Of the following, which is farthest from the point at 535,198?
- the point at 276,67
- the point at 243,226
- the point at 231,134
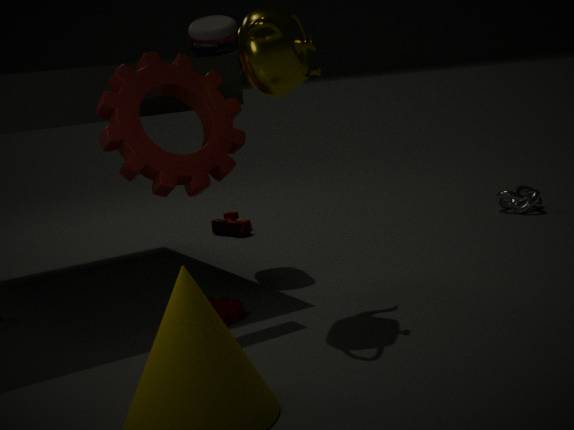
the point at 231,134
